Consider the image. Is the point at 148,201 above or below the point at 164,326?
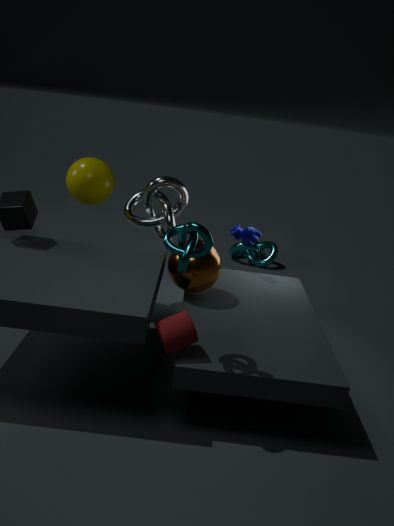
above
